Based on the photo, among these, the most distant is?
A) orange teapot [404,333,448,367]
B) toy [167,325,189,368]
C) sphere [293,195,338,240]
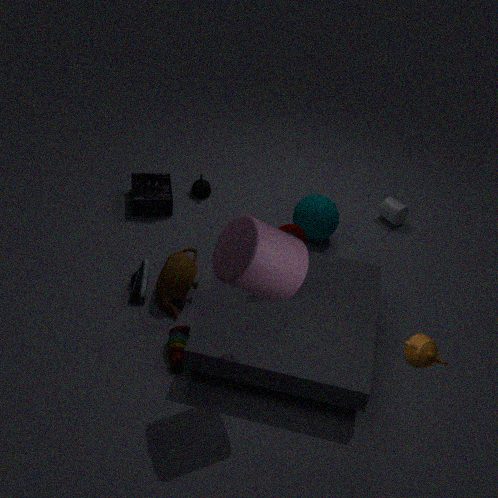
sphere [293,195,338,240]
